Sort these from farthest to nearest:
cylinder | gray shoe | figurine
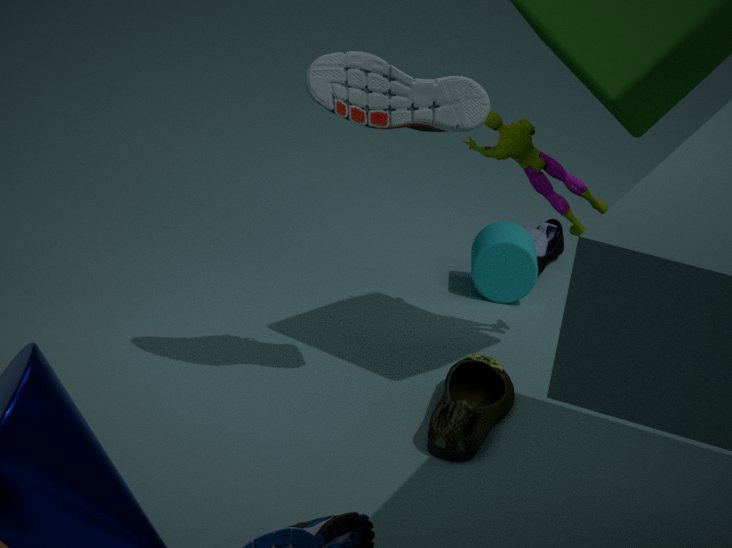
cylinder → figurine → gray shoe
